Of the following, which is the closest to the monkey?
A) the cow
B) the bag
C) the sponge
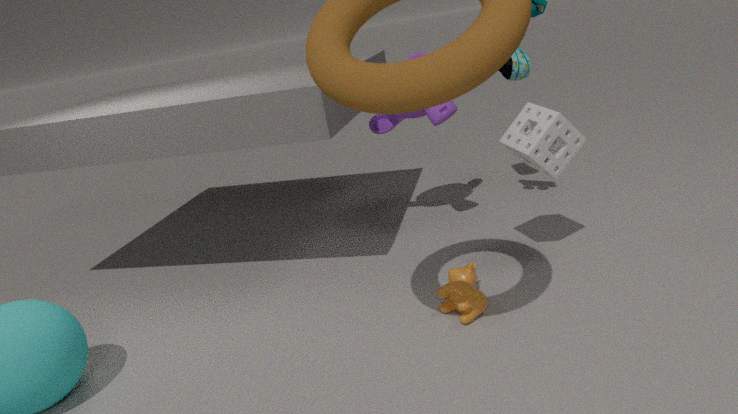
the bag
